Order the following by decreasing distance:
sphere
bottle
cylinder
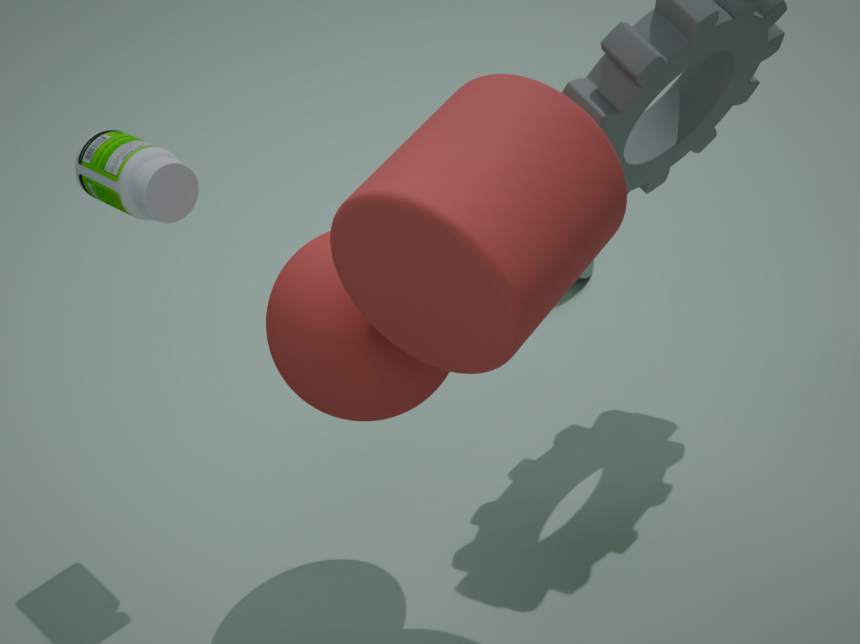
bottle → sphere → cylinder
